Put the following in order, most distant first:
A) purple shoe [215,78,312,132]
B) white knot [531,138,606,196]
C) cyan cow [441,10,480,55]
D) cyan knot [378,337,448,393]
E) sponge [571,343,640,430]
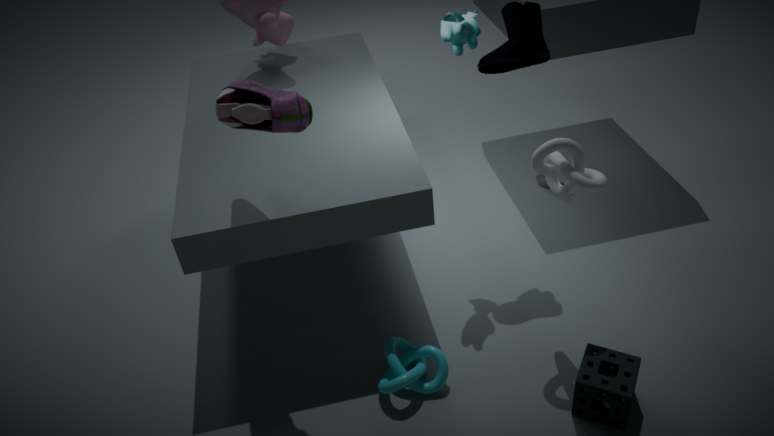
C. cyan cow [441,10,480,55] → D. cyan knot [378,337,448,393] → B. white knot [531,138,606,196] → E. sponge [571,343,640,430] → A. purple shoe [215,78,312,132]
